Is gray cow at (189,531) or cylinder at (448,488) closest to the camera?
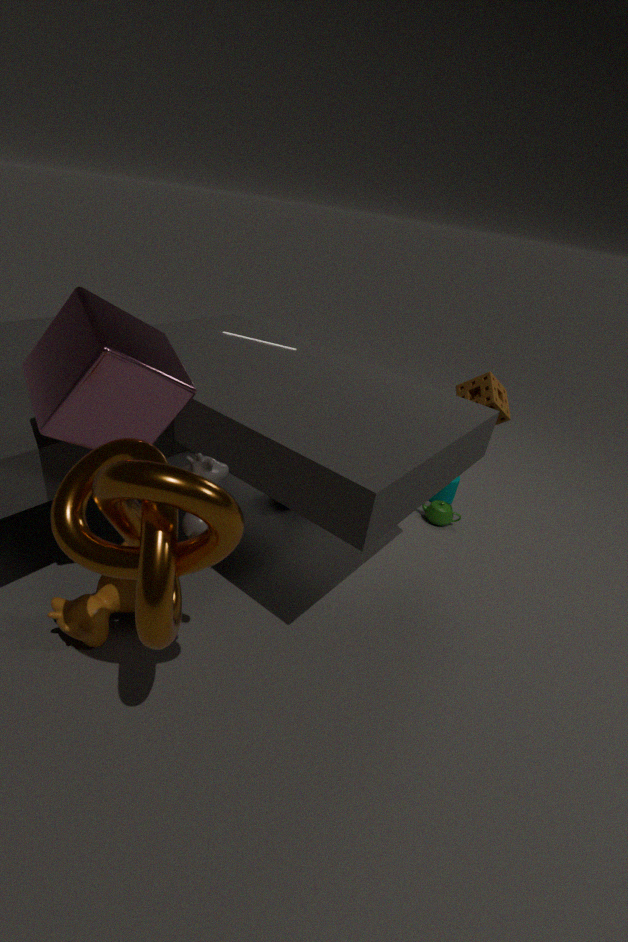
gray cow at (189,531)
